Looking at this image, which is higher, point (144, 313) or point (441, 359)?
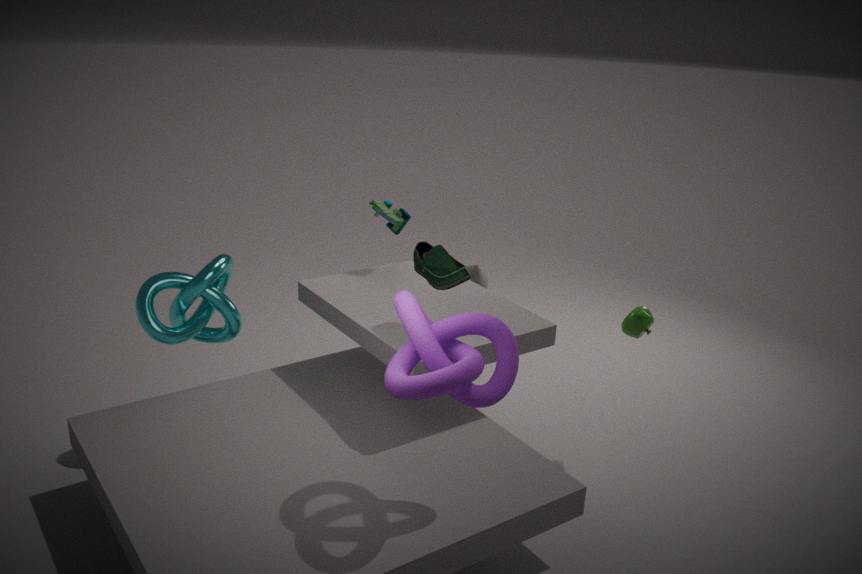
point (441, 359)
